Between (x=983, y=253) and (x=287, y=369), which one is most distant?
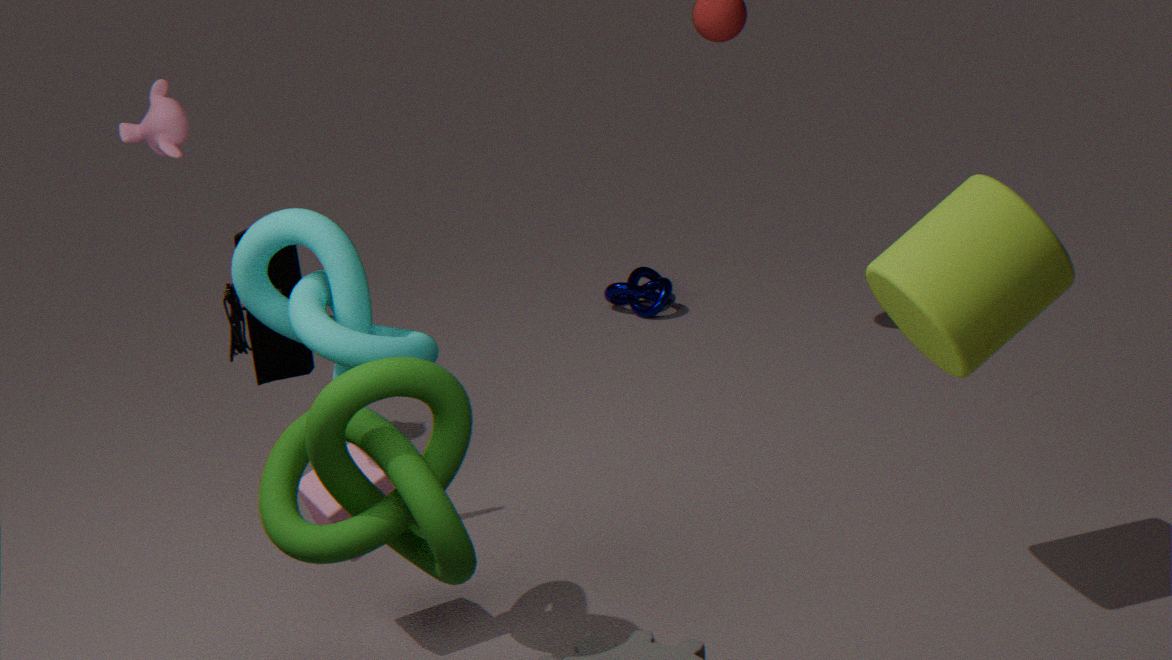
(x=287, y=369)
